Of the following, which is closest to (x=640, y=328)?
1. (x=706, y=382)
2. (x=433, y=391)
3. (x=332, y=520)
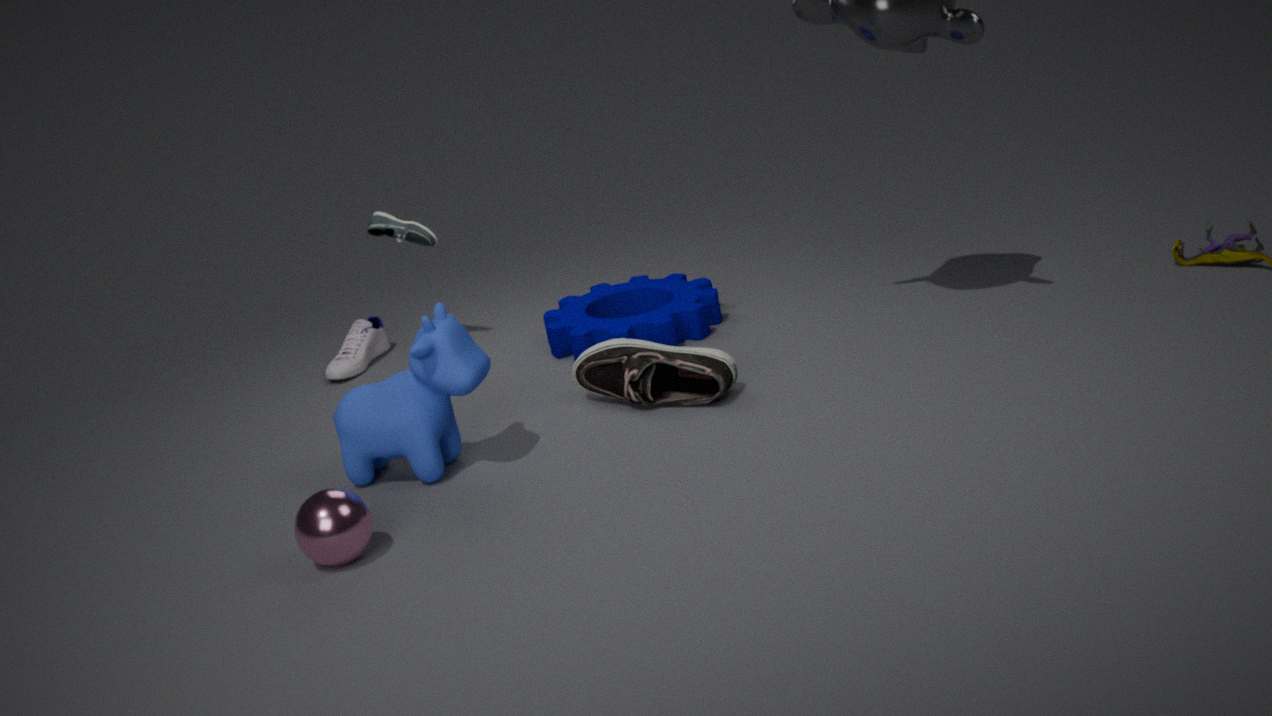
(x=706, y=382)
